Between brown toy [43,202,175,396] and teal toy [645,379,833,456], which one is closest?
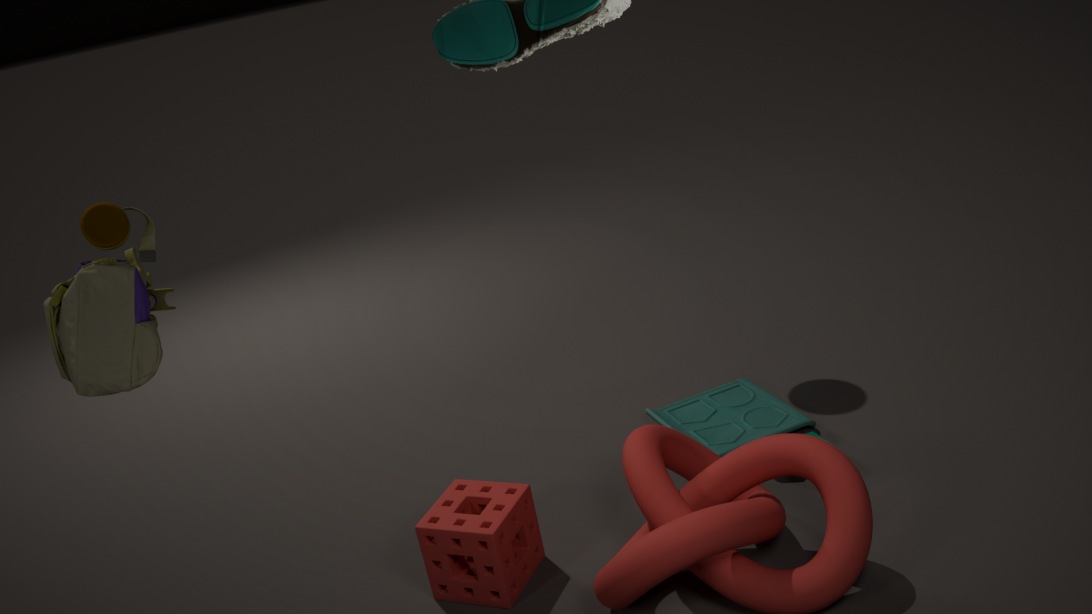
brown toy [43,202,175,396]
